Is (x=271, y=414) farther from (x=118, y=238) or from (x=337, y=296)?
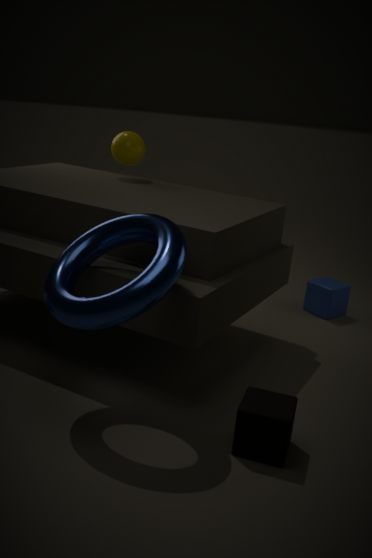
(x=337, y=296)
